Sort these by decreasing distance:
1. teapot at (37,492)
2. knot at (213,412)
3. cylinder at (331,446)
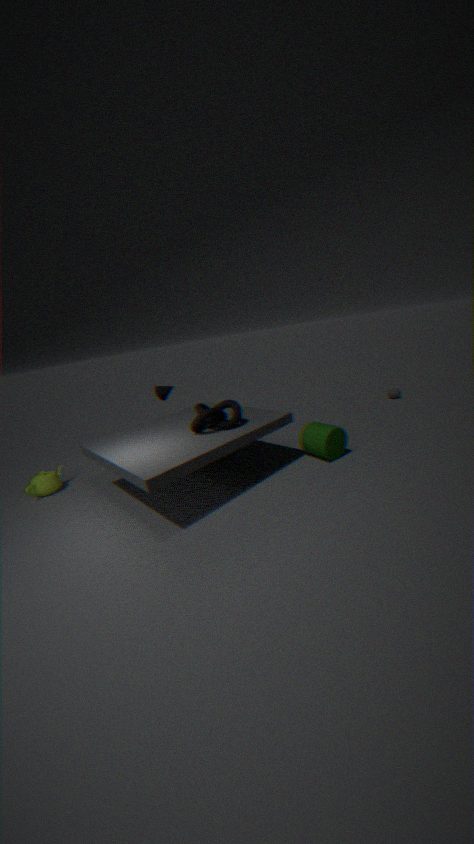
teapot at (37,492), cylinder at (331,446), knot at (213,412)
